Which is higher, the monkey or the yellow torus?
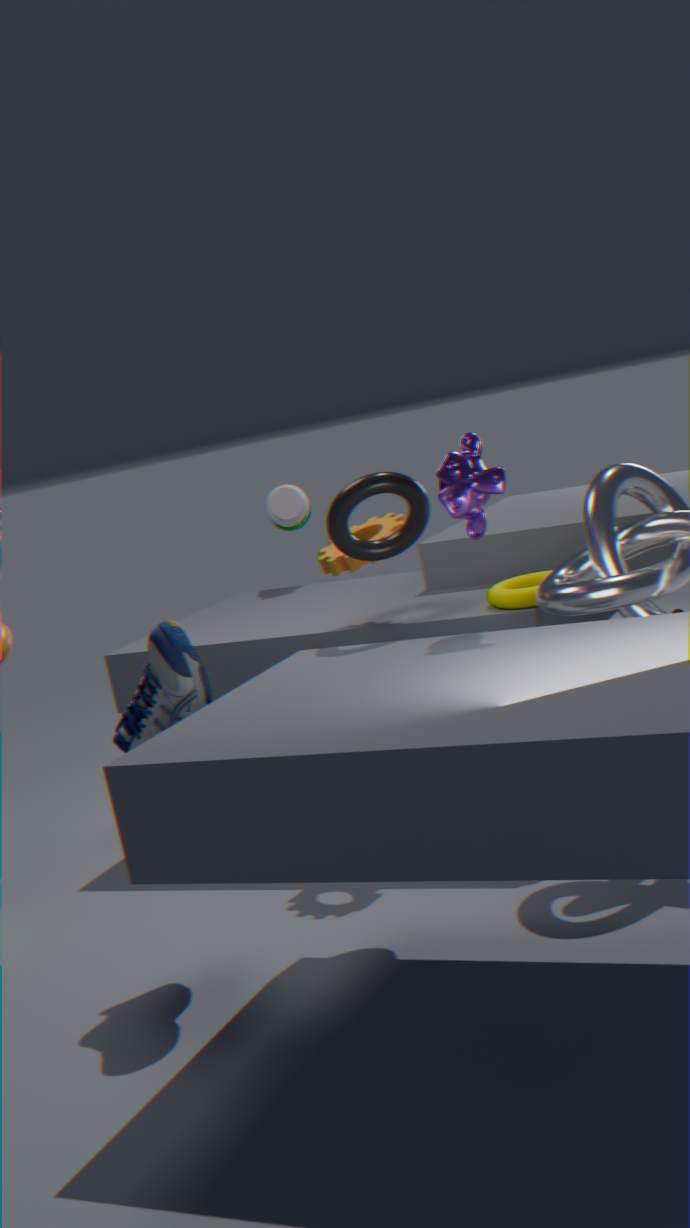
the monkey
